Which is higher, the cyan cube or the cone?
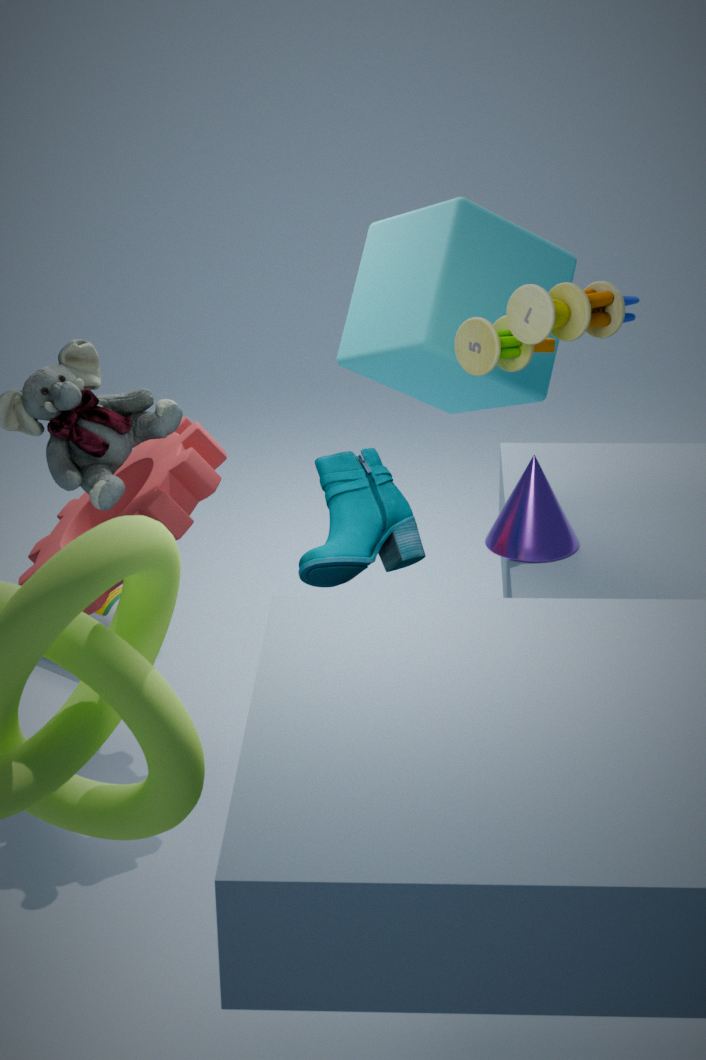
the cyan cube
